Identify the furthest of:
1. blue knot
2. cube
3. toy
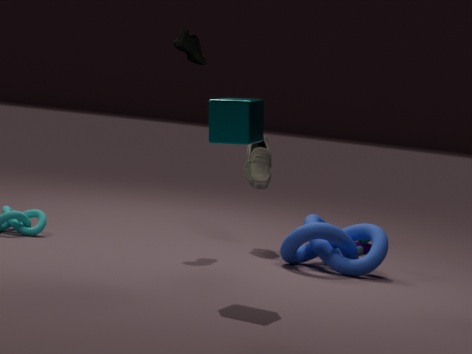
toy
